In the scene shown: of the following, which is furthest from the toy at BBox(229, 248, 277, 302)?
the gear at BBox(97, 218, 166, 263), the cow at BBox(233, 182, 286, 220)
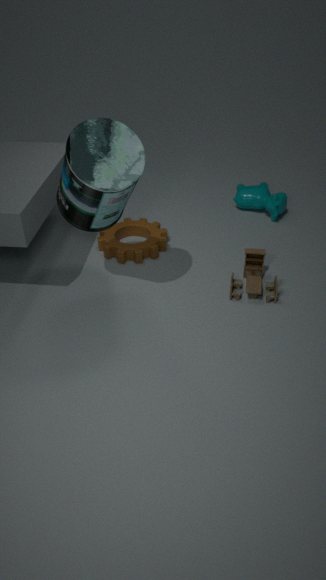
the cow at BBox(233, 182, 286, 220)
